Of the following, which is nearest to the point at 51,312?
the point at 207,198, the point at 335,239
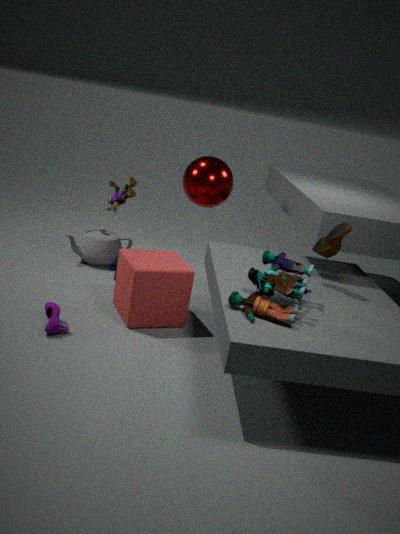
the point at 207,198
